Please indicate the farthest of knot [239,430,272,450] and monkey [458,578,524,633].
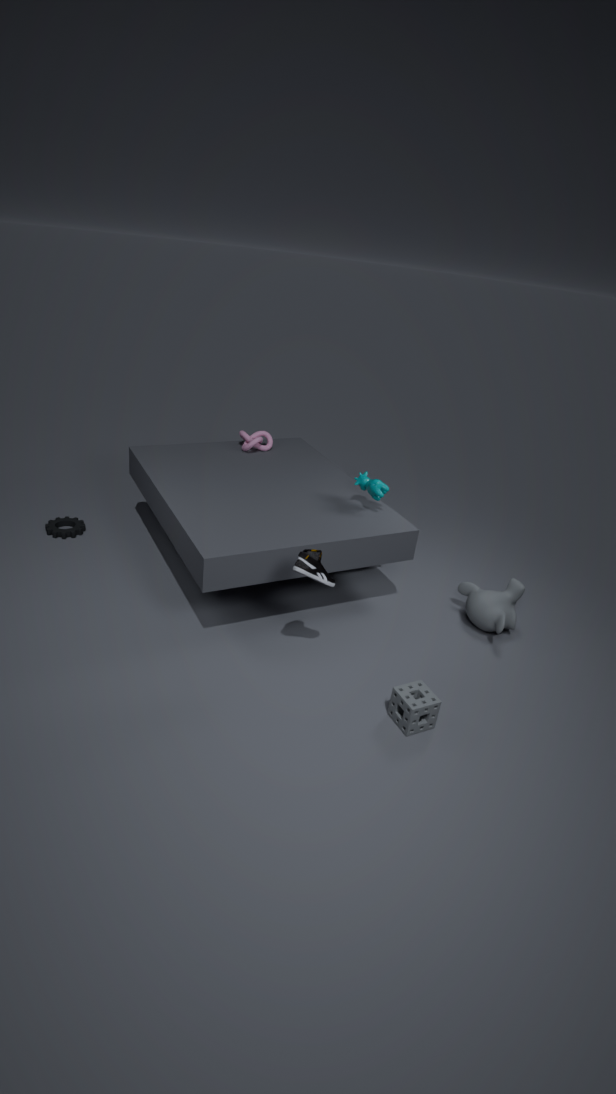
knot [239,430,272,450]
